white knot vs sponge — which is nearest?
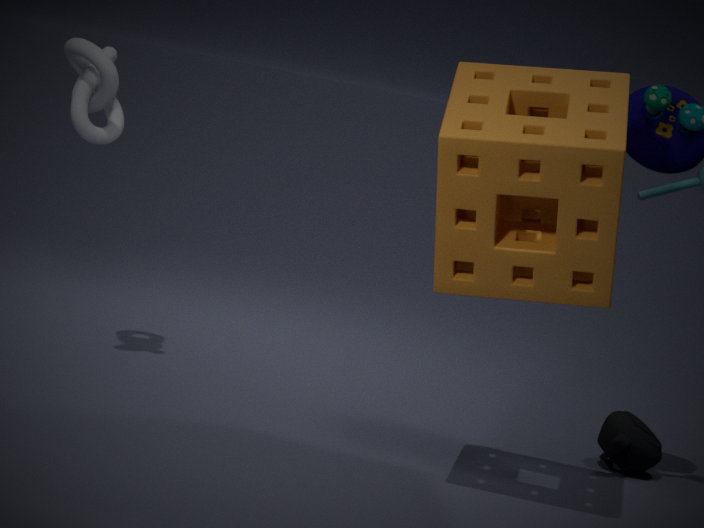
sponge
